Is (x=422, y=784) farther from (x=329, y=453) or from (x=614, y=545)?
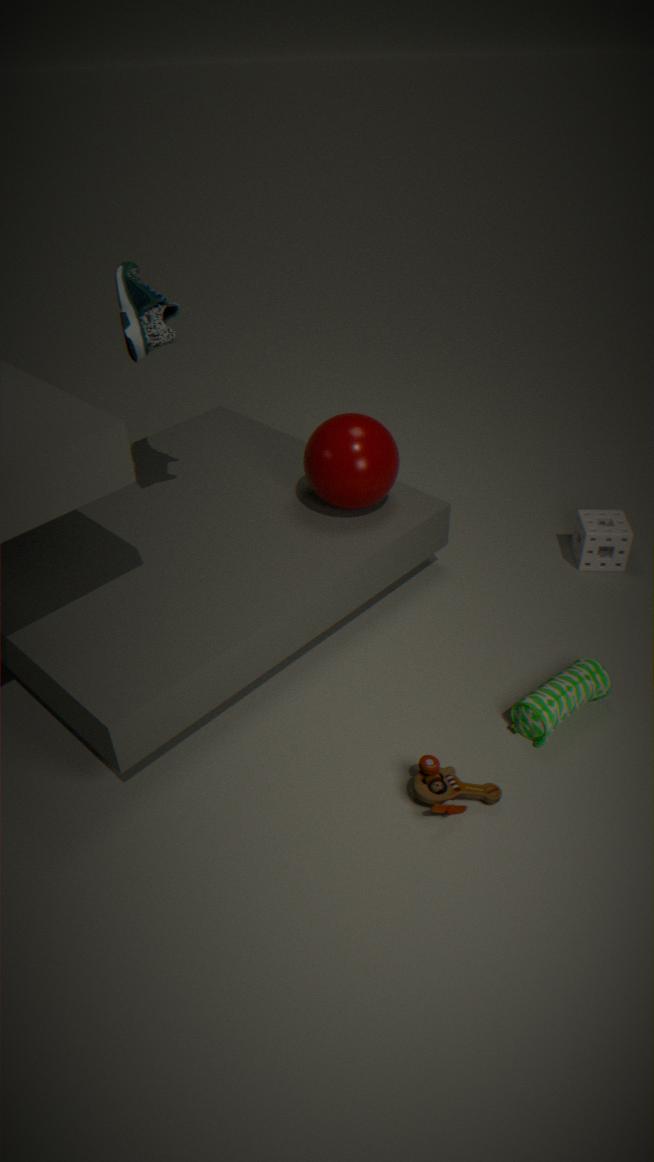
(x=614, y=545)
